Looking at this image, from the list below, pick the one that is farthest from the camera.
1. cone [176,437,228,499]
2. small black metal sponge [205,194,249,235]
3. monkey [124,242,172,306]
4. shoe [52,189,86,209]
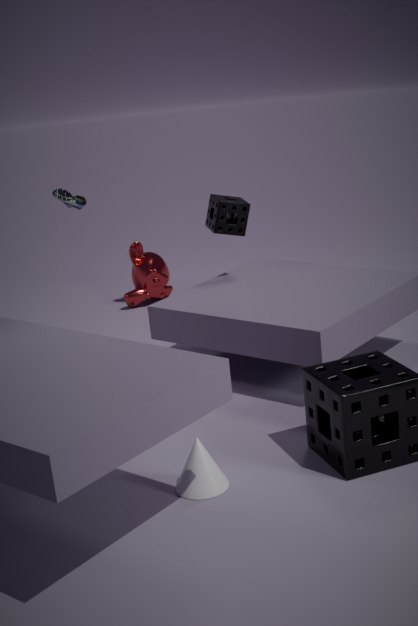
monkey [124,242,172,306]
